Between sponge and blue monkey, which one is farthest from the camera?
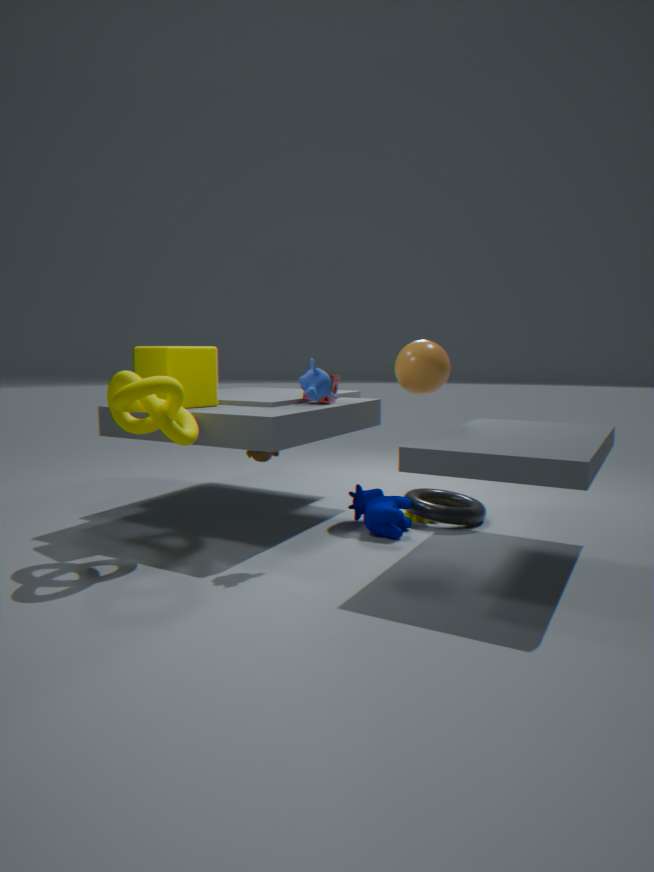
sponge
